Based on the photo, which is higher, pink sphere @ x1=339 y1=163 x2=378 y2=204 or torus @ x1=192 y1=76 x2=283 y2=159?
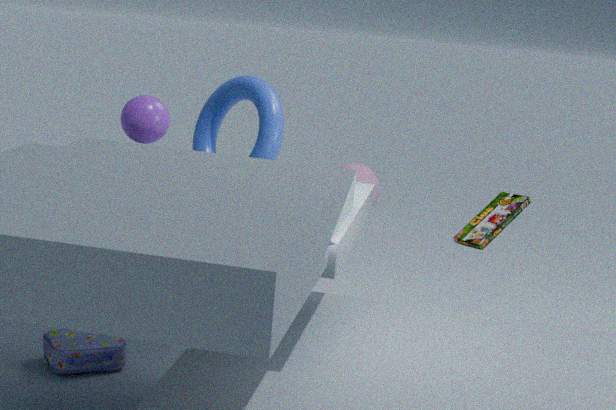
torus @ x1=192 y1=76 x2=283 y2=159
